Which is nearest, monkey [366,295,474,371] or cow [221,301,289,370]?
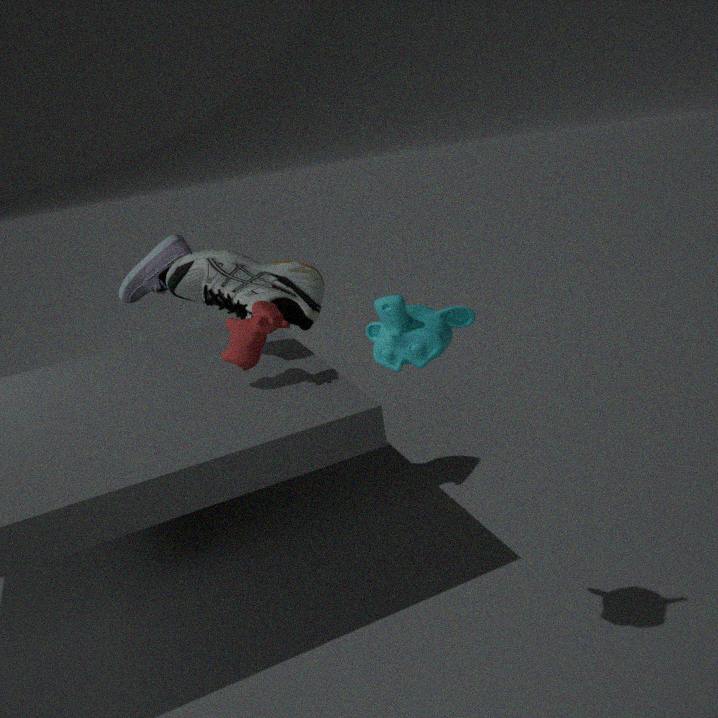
monkey [366,295,474,371]
